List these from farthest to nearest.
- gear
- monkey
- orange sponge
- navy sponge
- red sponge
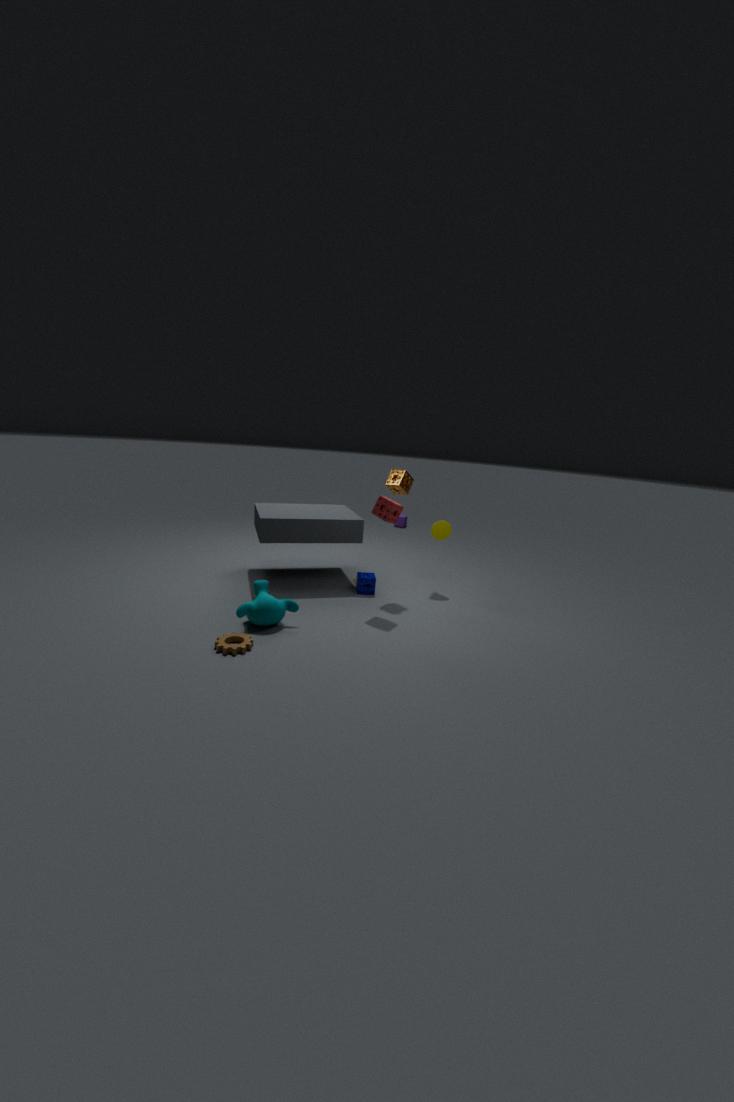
navy sponge → orange sponge → red sponge → monkey → gear
